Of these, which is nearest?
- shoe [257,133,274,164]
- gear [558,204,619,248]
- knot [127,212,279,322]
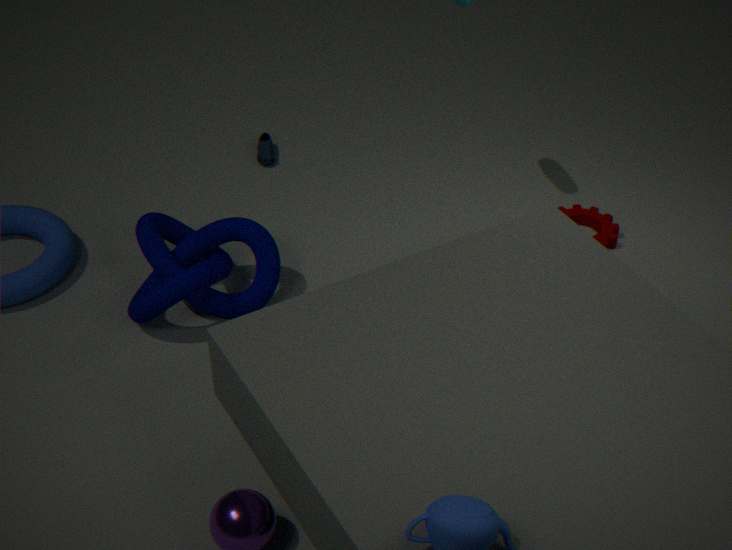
knot [127,212,279,322]
